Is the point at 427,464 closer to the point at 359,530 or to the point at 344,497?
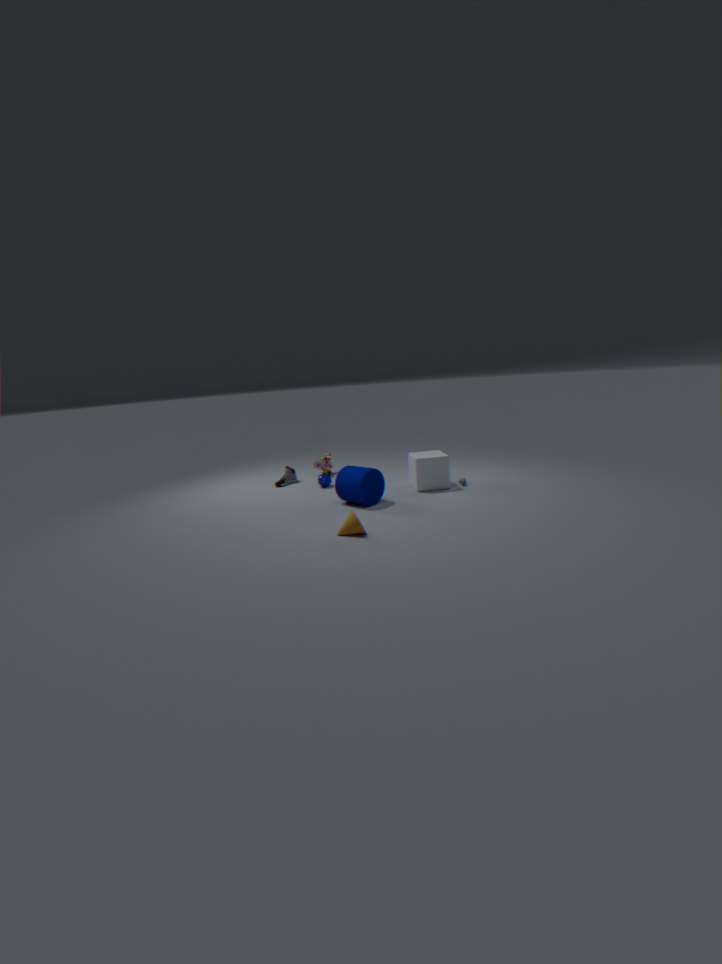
the point at 344,497
